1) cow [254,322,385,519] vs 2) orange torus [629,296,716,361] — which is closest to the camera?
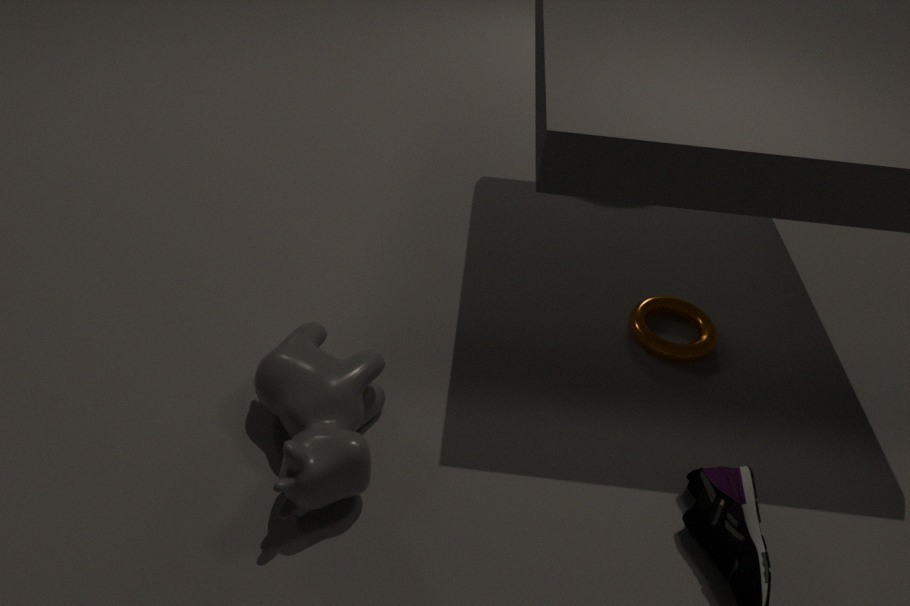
1. cow [254,322,385,519]
